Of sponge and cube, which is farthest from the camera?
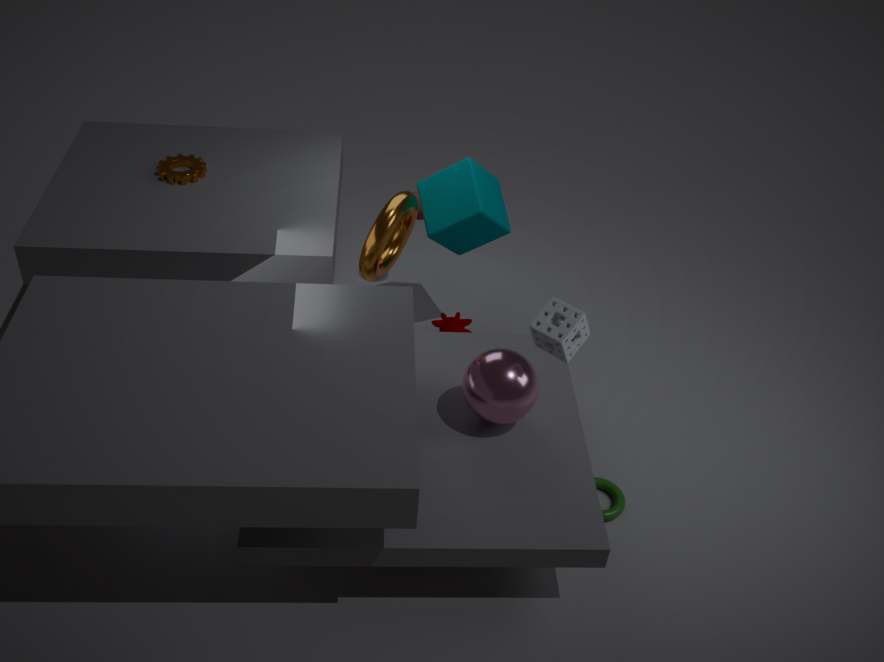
cube
